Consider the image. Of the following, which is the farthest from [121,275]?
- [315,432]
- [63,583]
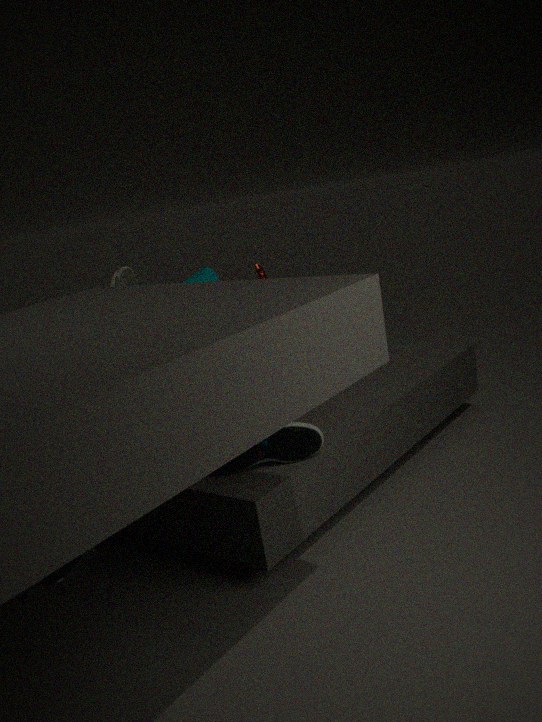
[63,583]
